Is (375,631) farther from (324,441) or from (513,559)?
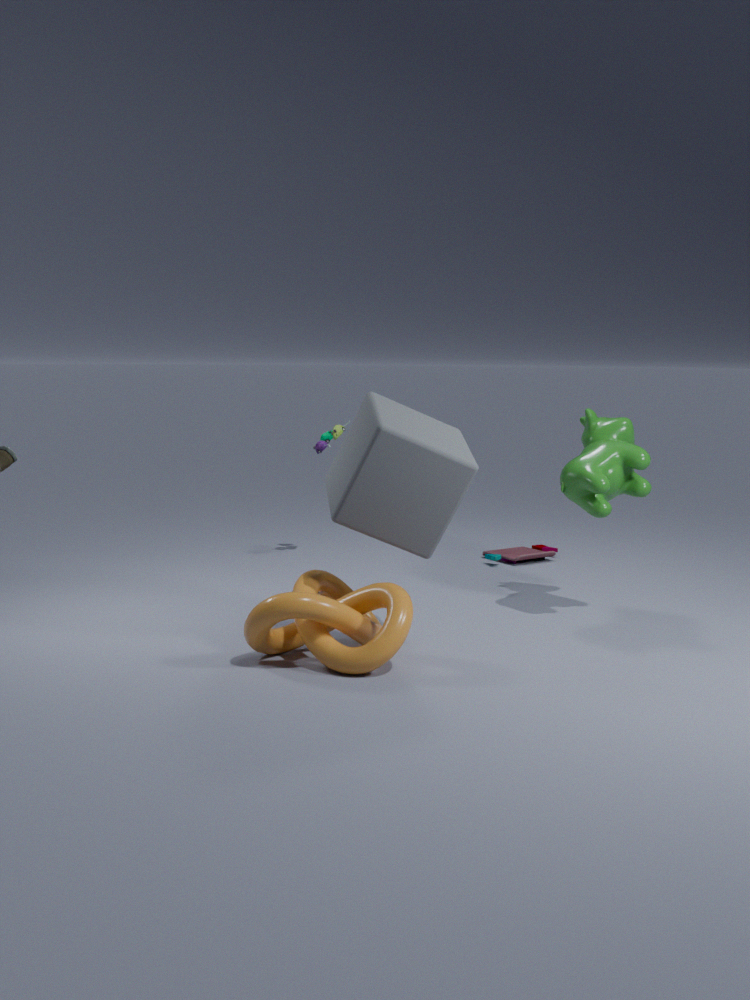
(513,559)
